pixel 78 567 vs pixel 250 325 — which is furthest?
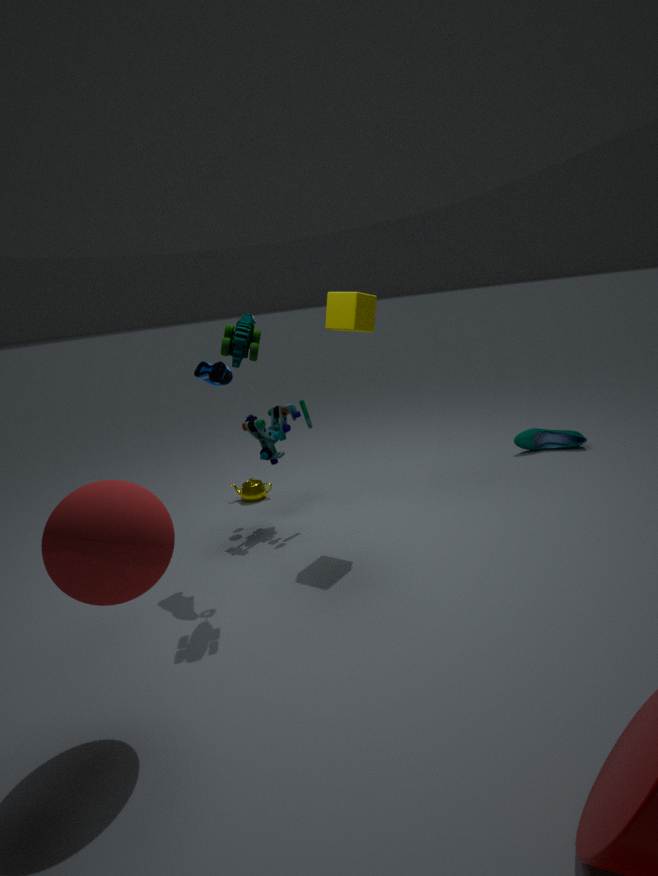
pixel 250 325
